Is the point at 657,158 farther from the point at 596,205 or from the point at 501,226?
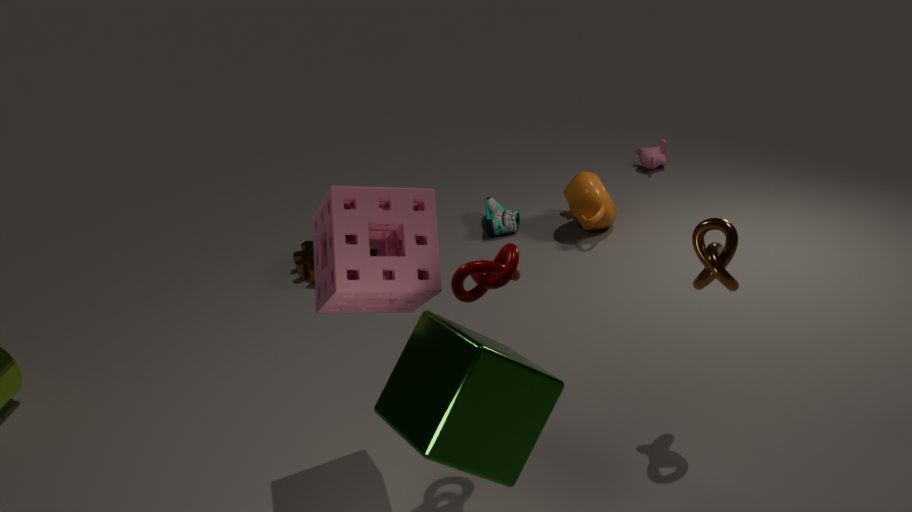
the point at 501,226
